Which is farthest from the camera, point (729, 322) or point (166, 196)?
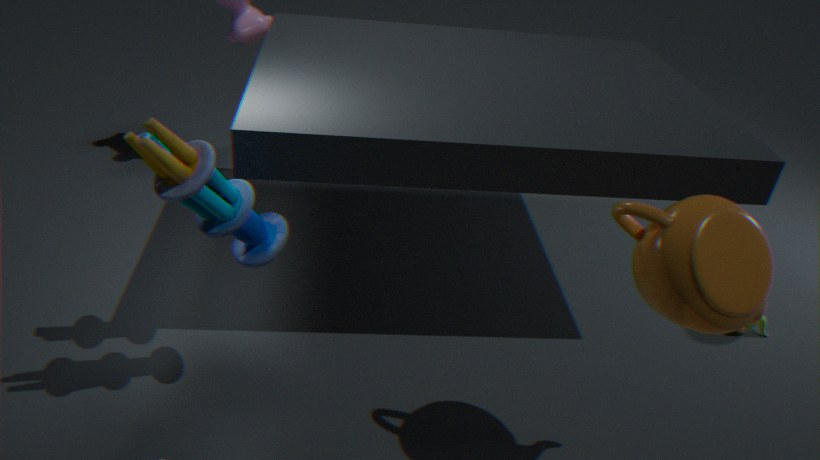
point (166, 196)
